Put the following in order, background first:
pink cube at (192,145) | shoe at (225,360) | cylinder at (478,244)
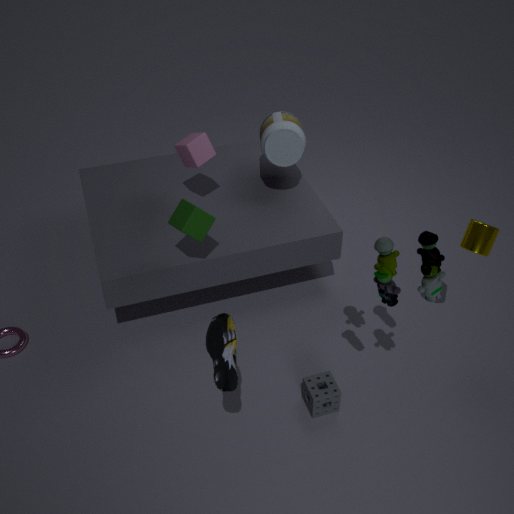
1. pink cube at (192,145)
2. cylinder at (478,244)
3. shoe at (225,360)
